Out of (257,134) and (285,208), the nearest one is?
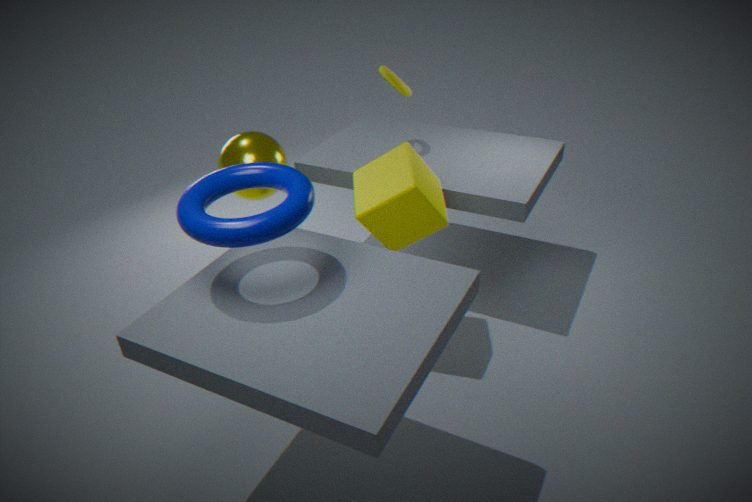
(285,208)
